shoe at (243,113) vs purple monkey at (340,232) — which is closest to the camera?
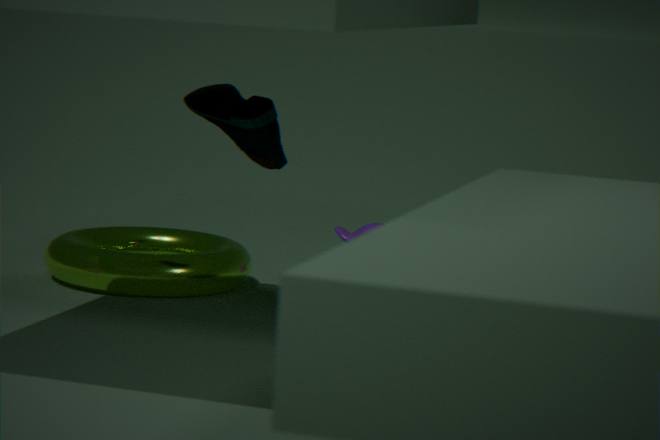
shoe at (243,113)
